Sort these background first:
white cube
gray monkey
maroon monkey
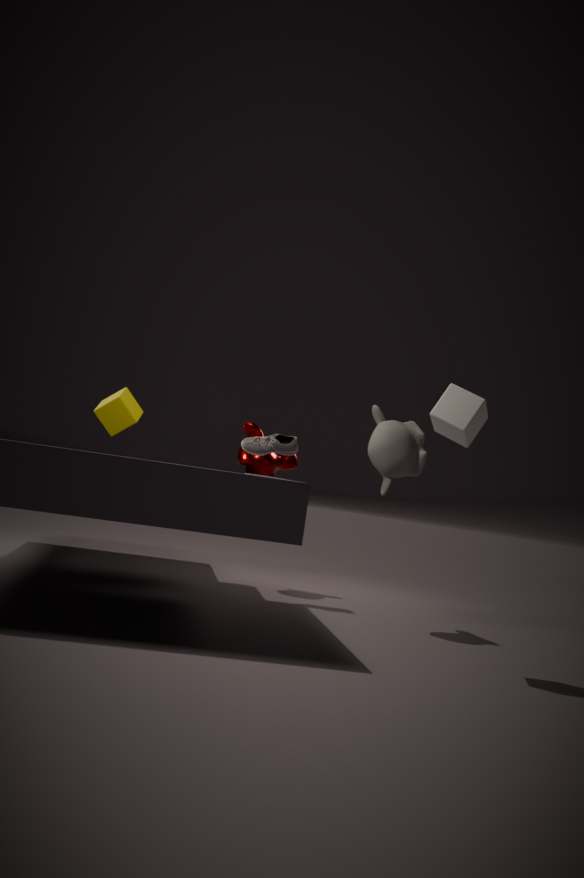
maroon monkey → gray monkey → white cube
